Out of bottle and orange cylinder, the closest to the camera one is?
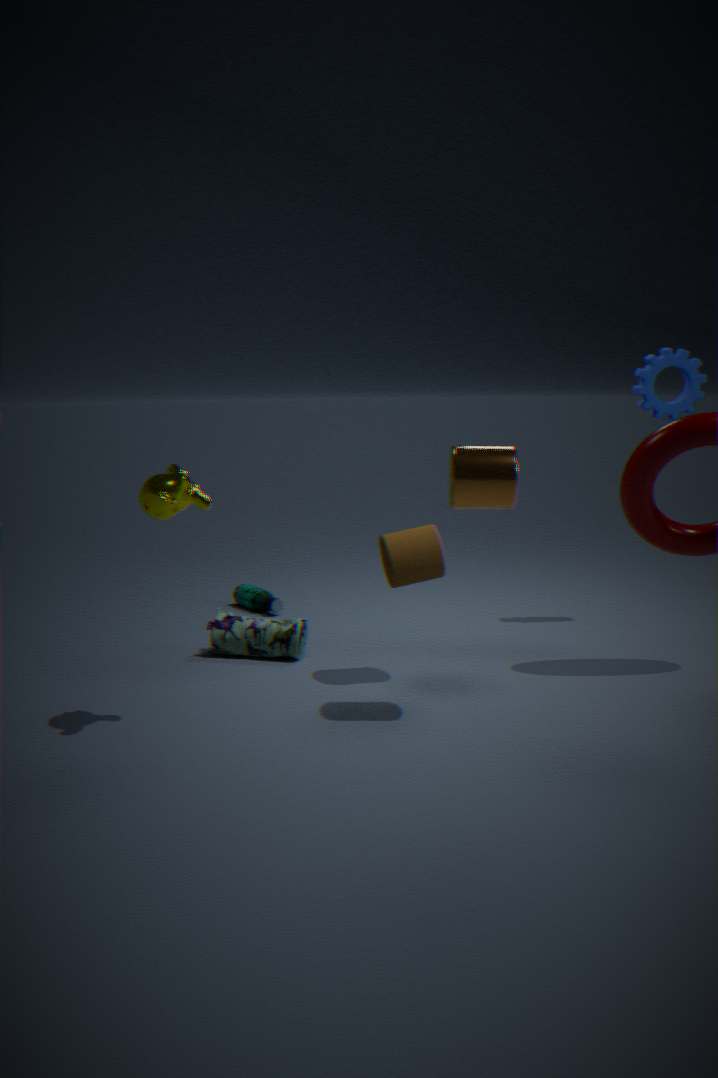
orange cylinder
